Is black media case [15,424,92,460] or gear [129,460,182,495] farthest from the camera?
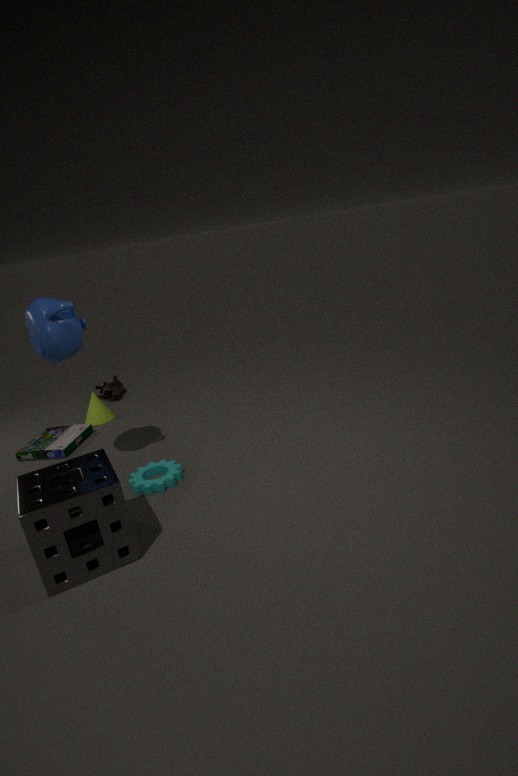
black media case [15,424,92,460]
